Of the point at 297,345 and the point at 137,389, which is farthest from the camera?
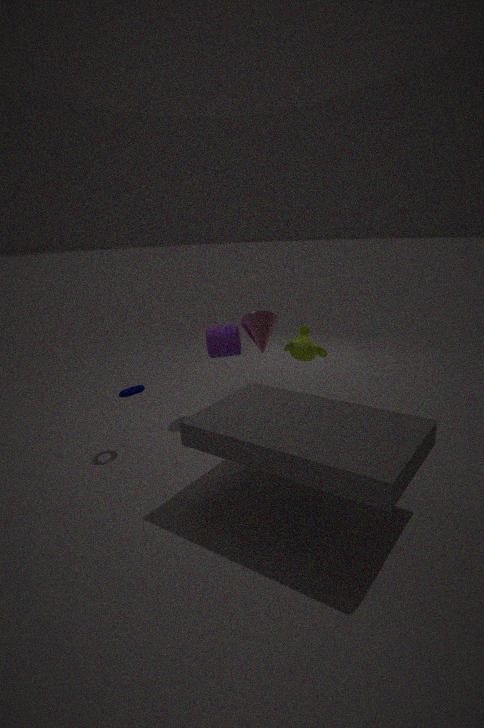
the point at 297,345
